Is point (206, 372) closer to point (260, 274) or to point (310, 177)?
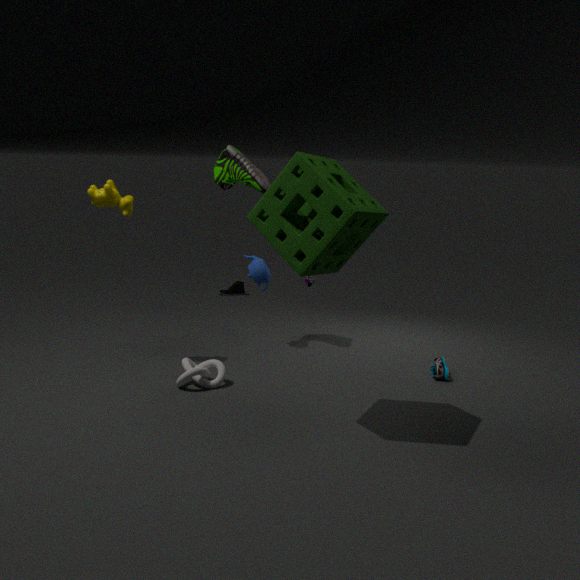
point (260, 274)
